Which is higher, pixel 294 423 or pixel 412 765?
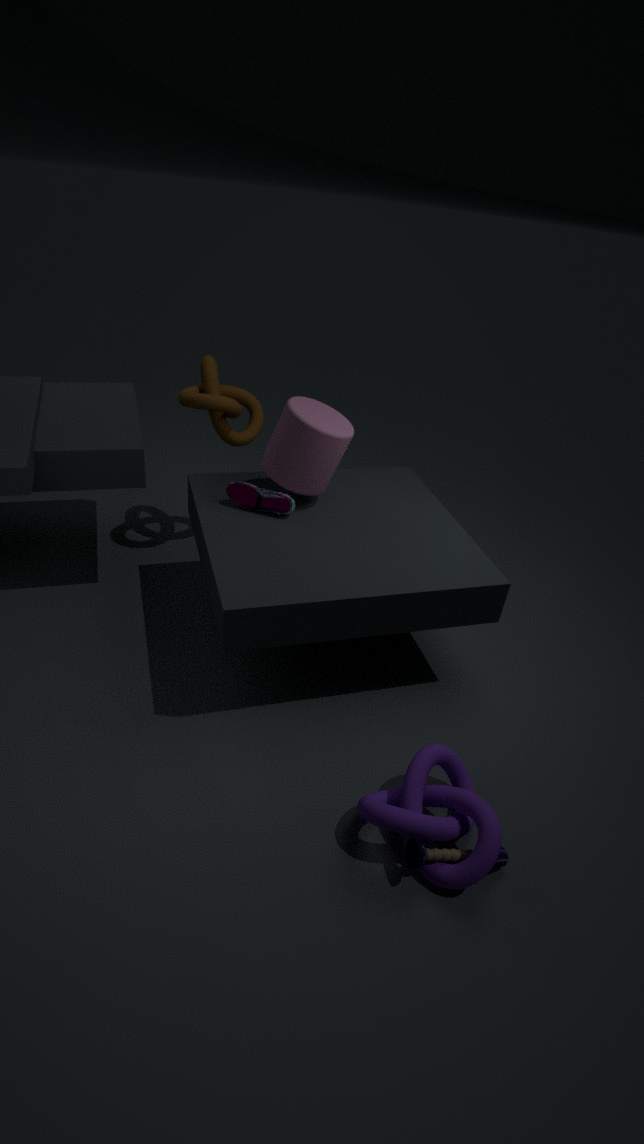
pixel 294 423
